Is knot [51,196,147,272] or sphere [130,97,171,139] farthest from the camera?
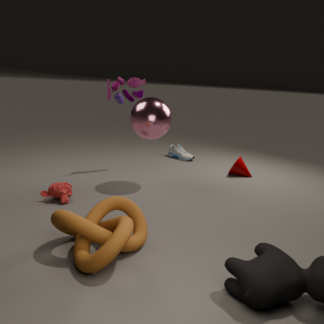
sphere [130,97,171,139]
